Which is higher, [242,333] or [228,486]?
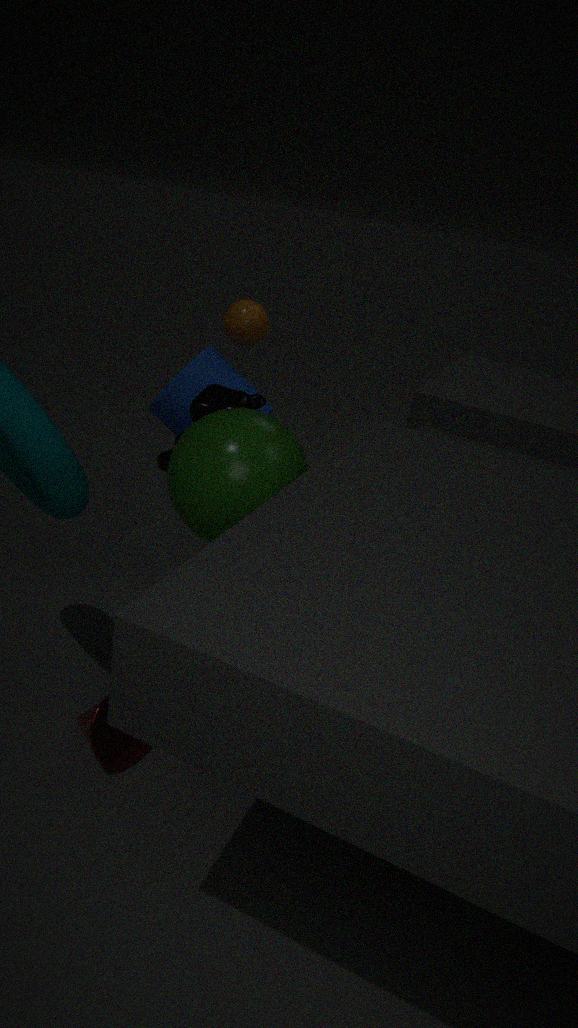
[242,333]
